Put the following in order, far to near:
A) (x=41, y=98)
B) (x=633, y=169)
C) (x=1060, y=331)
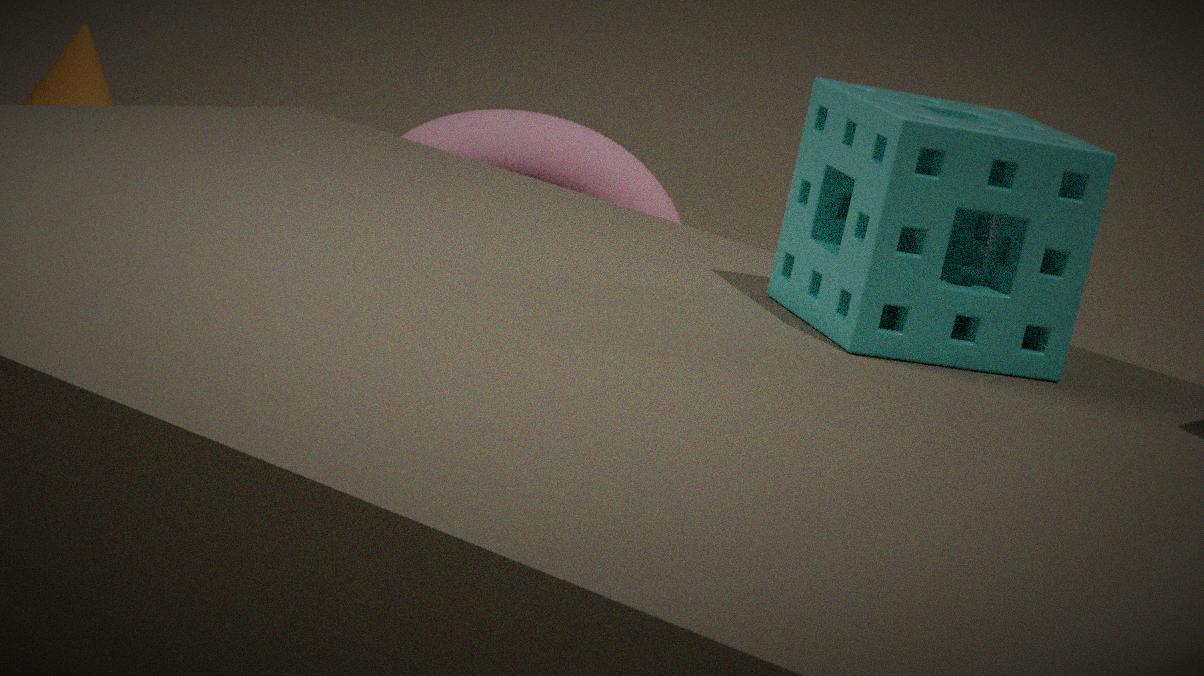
(x=41, y=98)
(x=633, y=169)
(x=1060, y=331)
